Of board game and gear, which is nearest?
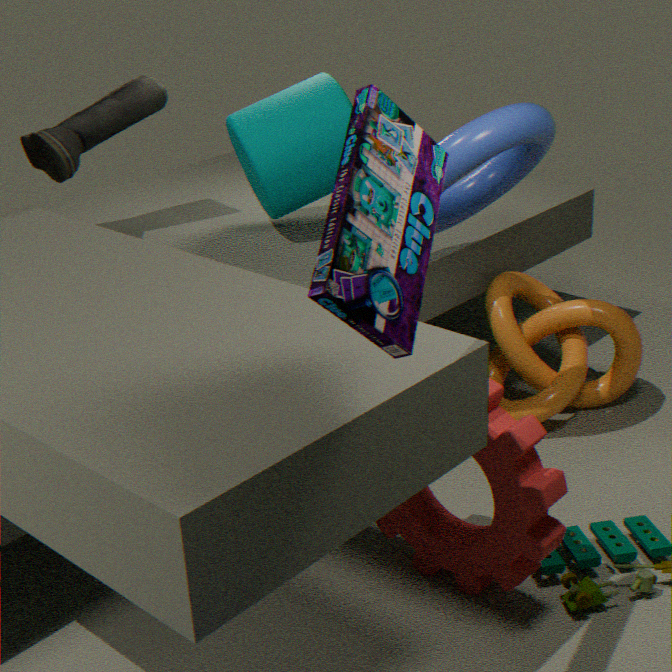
board game
